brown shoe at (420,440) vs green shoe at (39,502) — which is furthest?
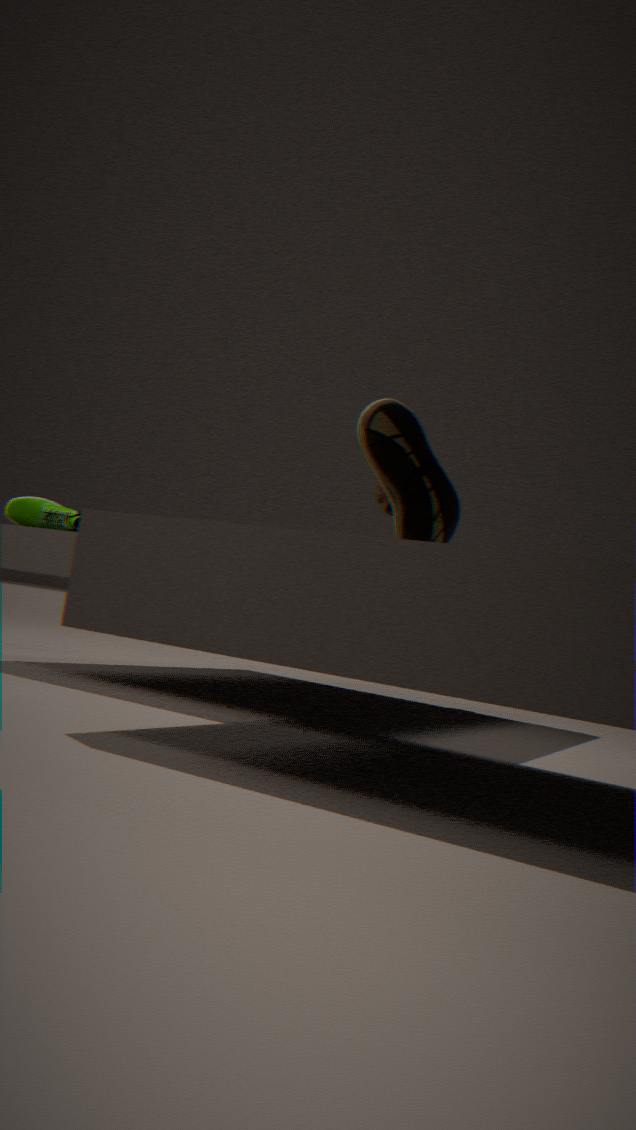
green shoe at (39,502)
